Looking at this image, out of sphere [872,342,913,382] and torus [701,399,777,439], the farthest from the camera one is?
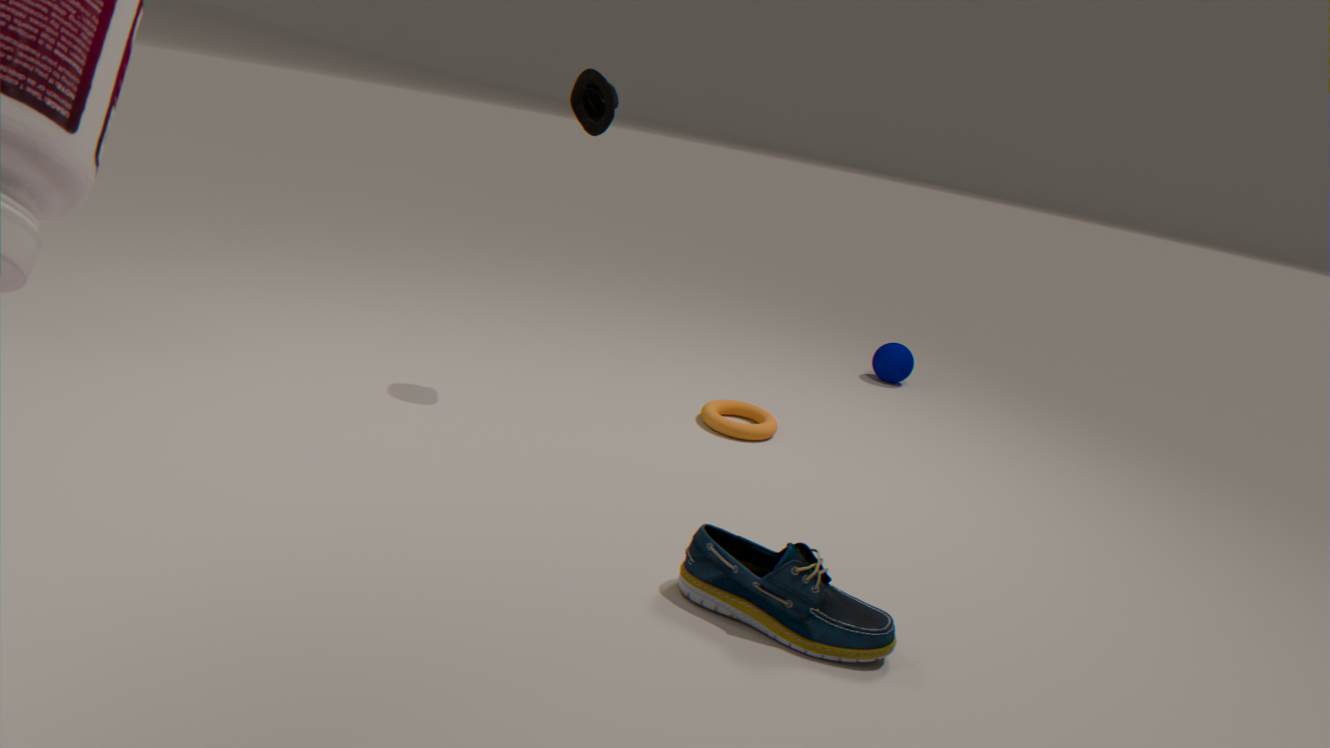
sphere [872,342,913,382]
